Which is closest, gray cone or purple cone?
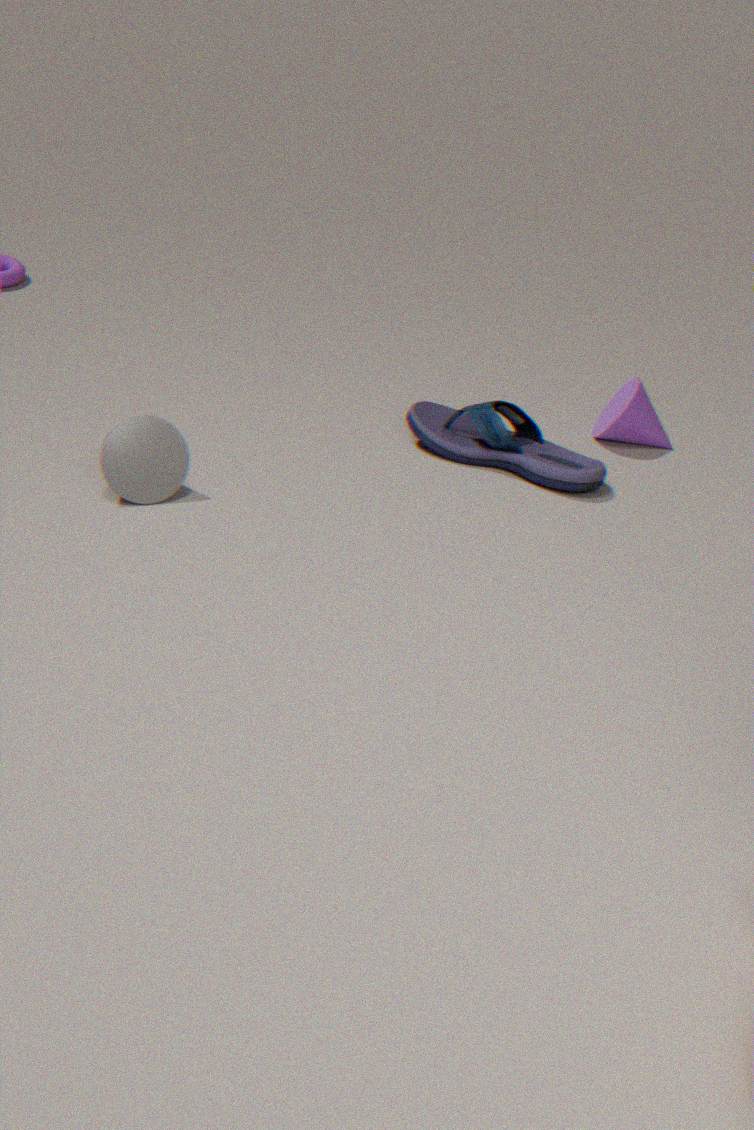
gray cone
